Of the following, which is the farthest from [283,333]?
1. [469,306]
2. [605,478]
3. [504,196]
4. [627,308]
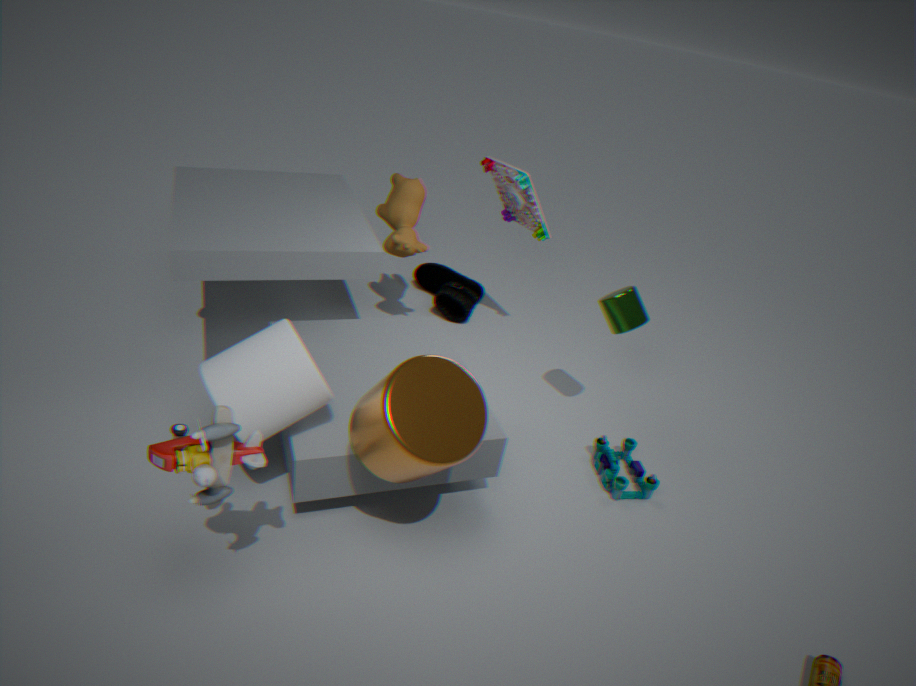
[469,306]
